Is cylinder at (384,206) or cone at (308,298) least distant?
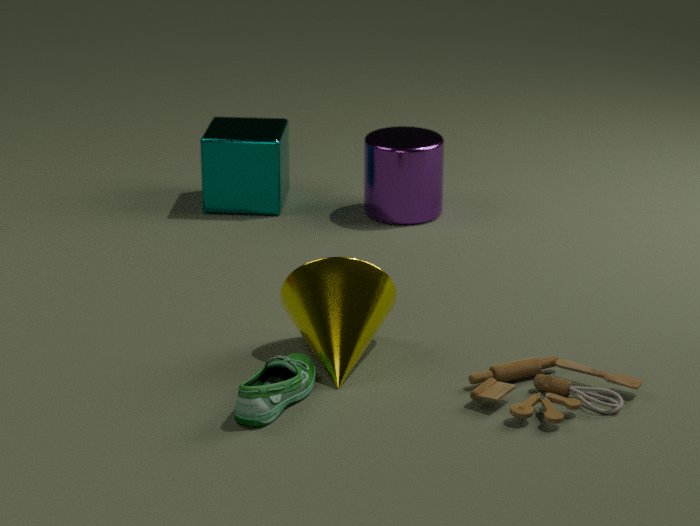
cone at (308,298)
